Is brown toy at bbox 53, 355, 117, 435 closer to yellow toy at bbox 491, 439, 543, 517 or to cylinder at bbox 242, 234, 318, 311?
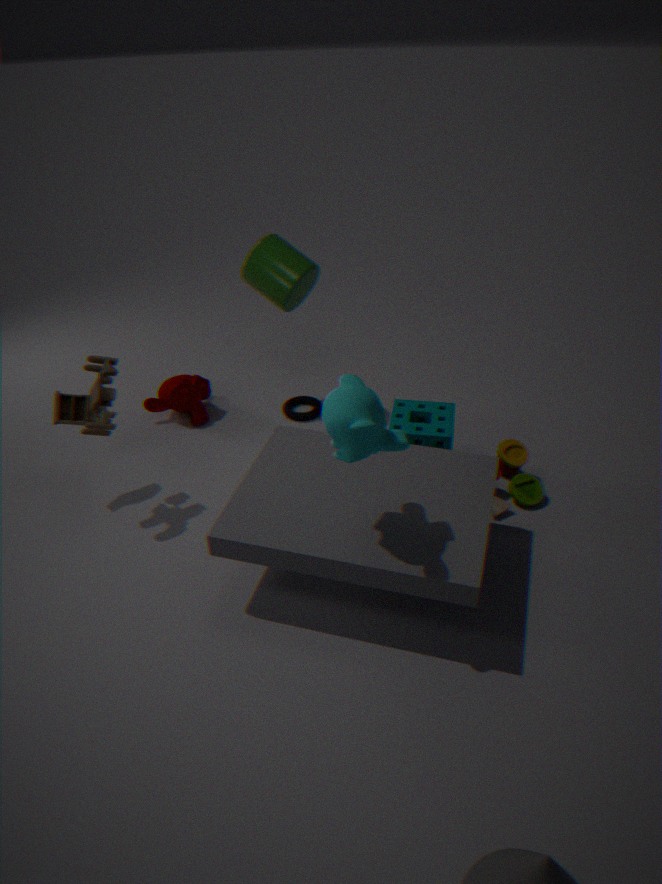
cylinder at bbox 242, 234, 318, 311
